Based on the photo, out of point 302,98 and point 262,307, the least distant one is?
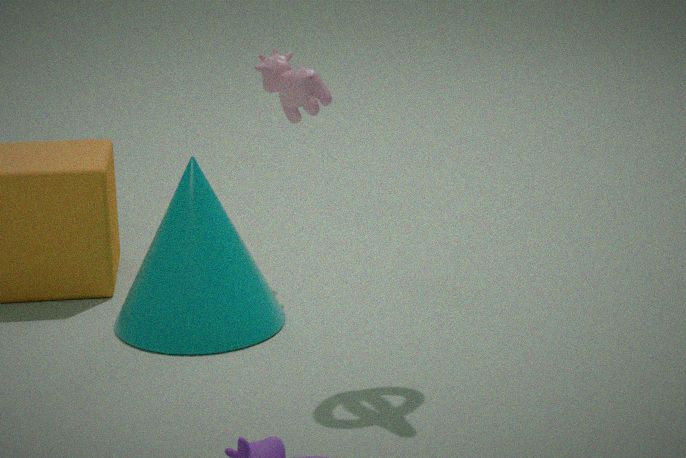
point 262,307
